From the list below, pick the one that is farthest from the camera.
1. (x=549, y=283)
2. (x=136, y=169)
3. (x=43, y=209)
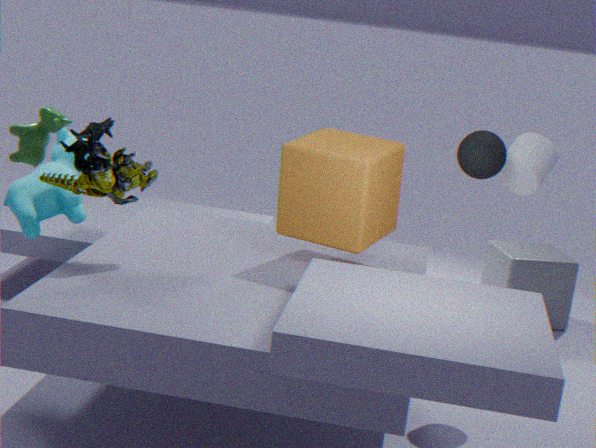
(x=549, y=283)
